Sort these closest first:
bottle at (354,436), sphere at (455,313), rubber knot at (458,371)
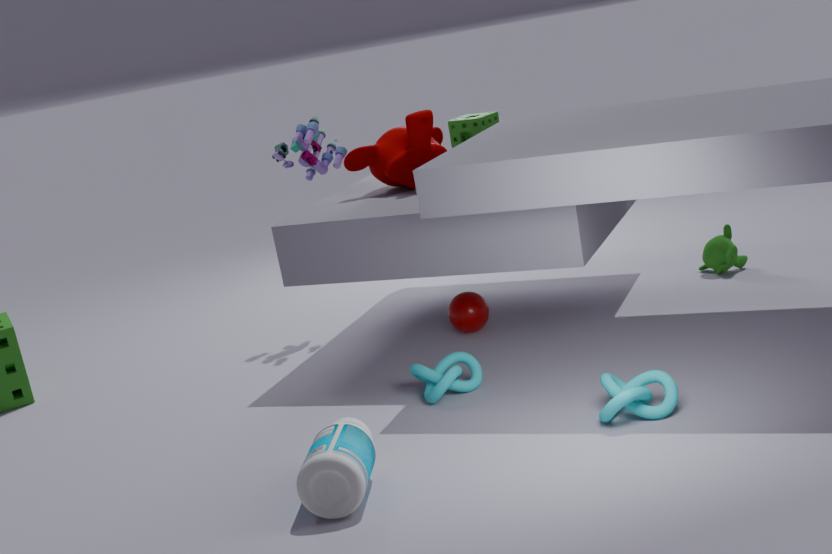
bottle at (354,436), rubber knot at (458,371), sphere at (455,313)
